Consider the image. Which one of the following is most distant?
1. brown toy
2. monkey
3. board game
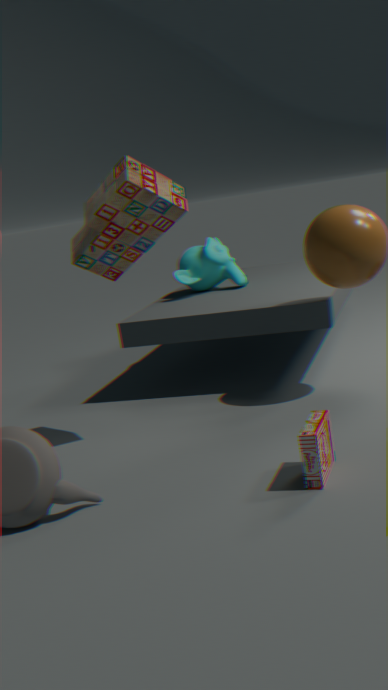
monkey
